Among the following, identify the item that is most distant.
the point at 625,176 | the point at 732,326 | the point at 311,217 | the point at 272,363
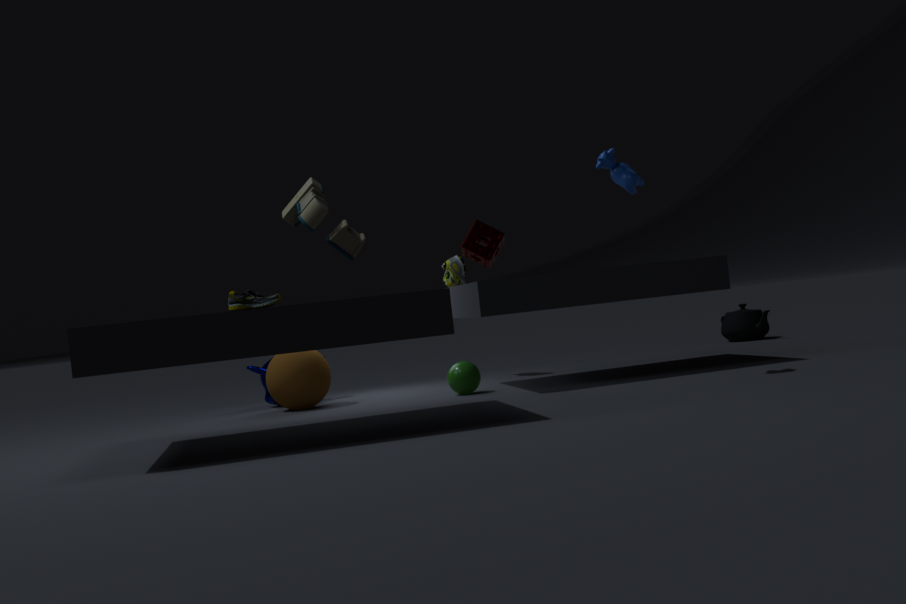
the point at 732,326
